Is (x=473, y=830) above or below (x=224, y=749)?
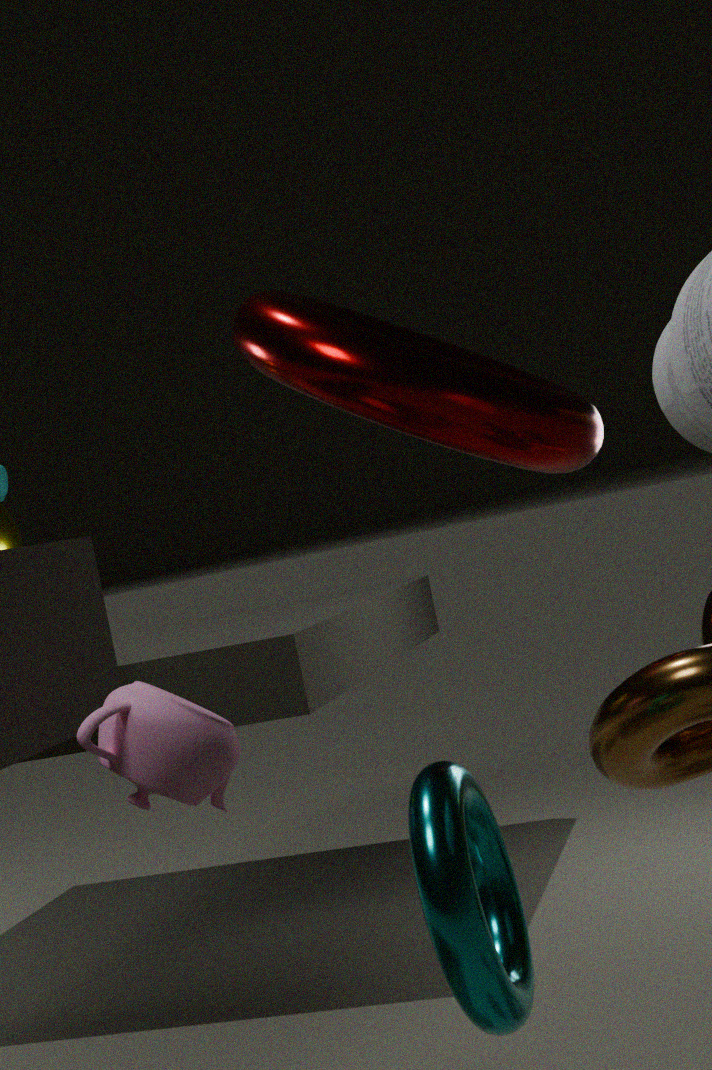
below
